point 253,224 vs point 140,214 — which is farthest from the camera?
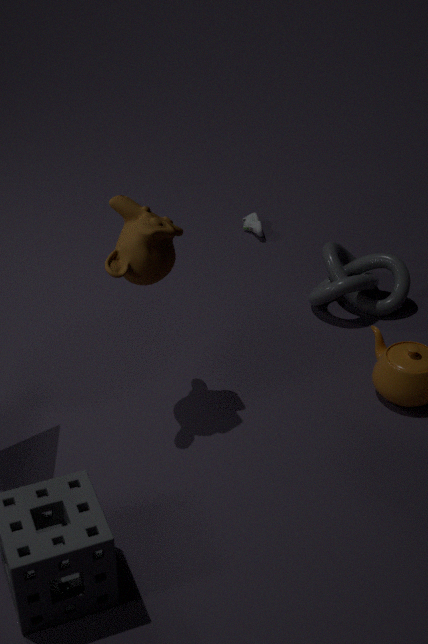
point 253,224
